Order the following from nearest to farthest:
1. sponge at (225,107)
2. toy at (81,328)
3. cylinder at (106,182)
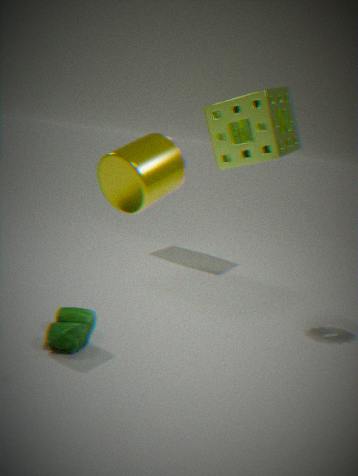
cylinder at (106,182)
toy at (81,328)
sponge at (225,107)
